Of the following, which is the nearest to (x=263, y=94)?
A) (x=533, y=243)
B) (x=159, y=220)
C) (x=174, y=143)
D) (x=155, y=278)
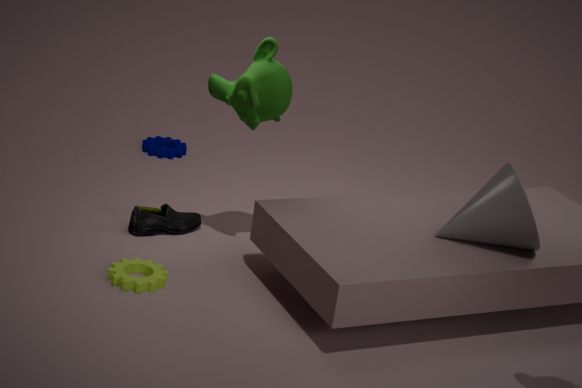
(x=159, y=220)
